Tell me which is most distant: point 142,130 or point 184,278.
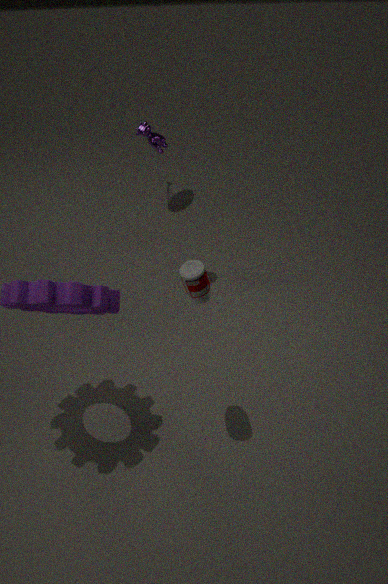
point 142,130
